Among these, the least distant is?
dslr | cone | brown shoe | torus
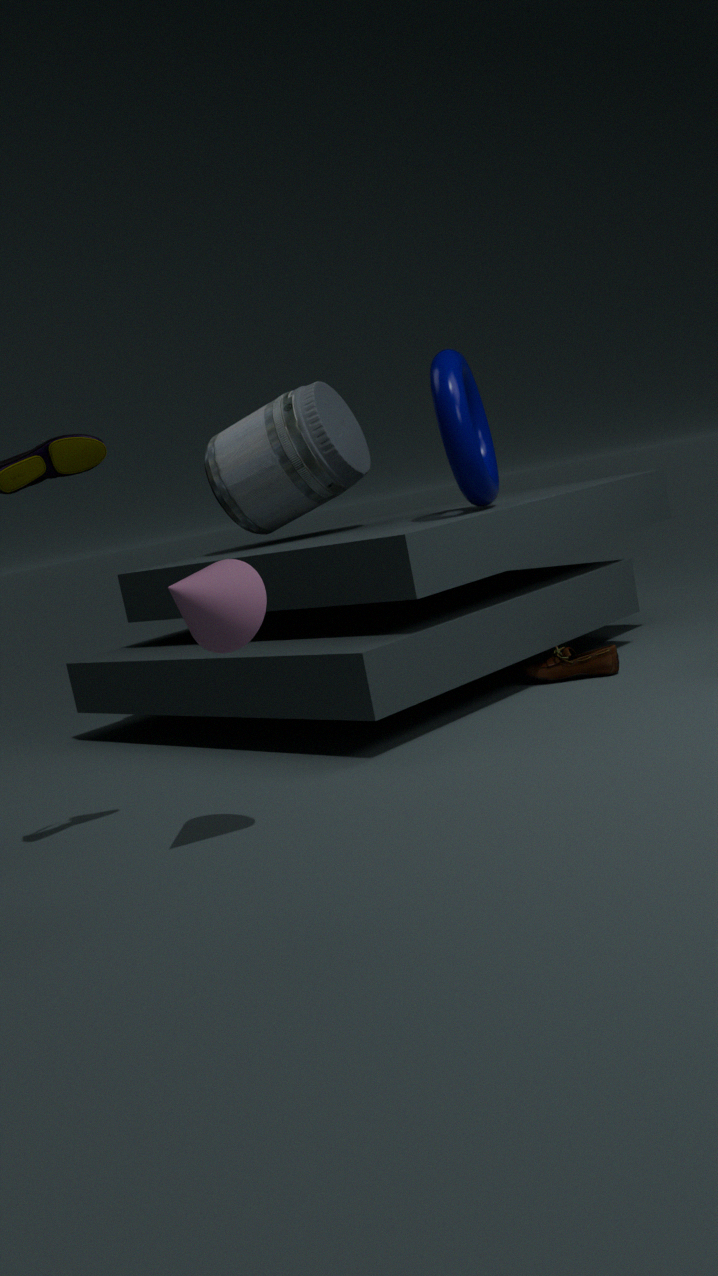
cone
